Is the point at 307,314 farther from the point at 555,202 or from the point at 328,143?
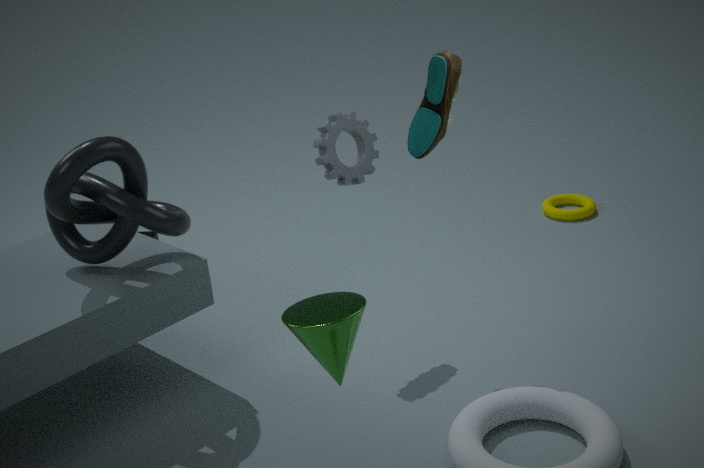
the point at 555,202
